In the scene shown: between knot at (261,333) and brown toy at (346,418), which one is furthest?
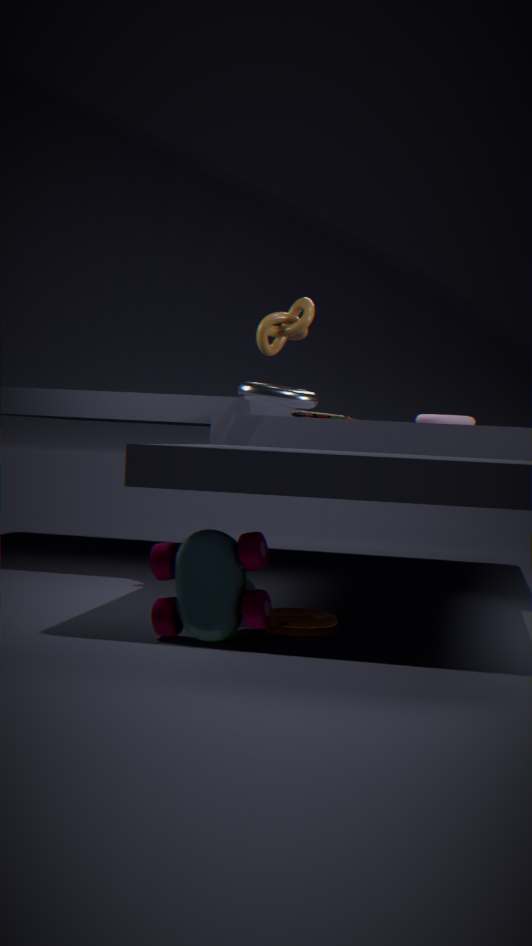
brown toy at (346,418)
